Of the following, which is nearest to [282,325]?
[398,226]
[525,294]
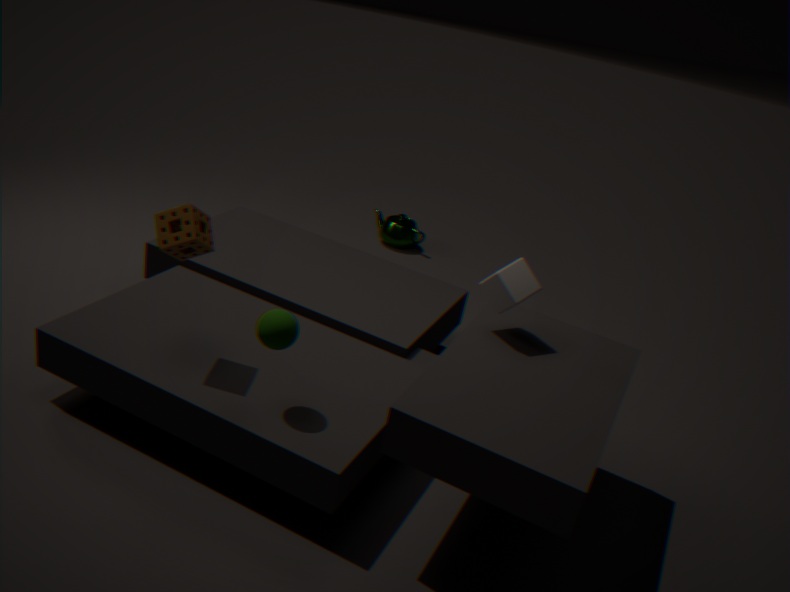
[525,294]
